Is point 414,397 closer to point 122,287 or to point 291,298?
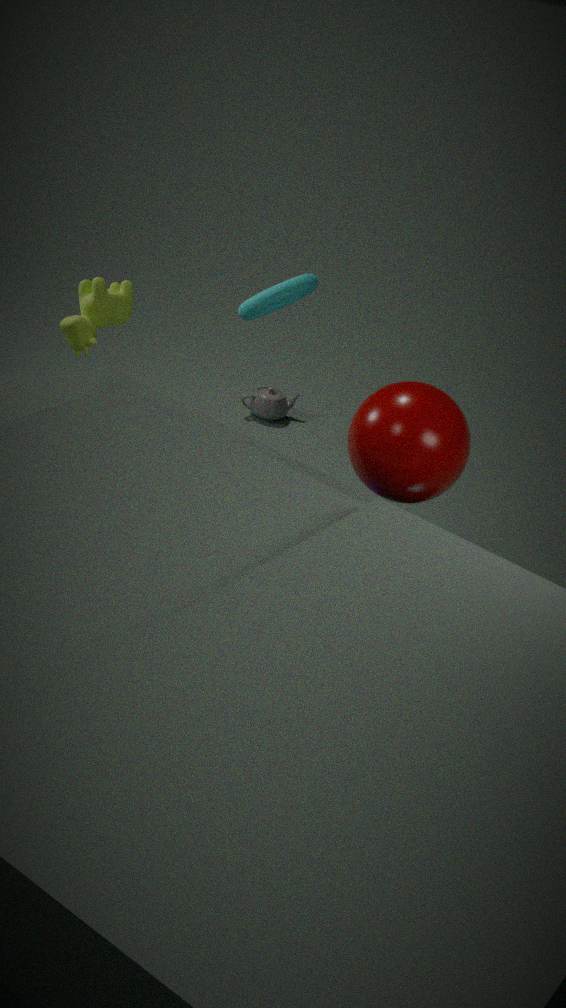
point 291,298
